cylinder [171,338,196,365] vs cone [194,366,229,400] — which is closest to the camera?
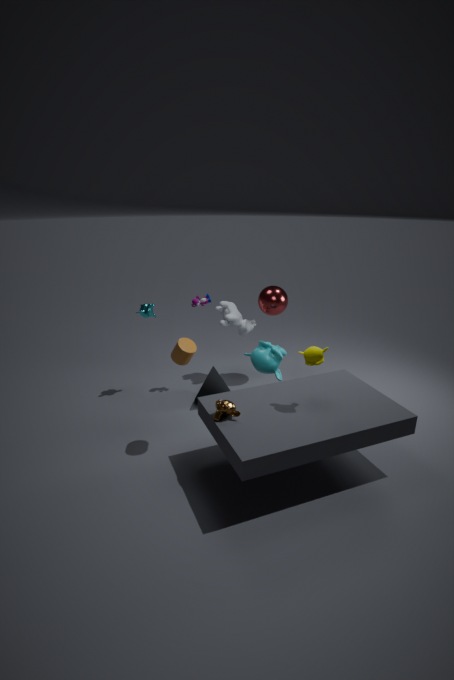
cylinder [171,338,196,365]
